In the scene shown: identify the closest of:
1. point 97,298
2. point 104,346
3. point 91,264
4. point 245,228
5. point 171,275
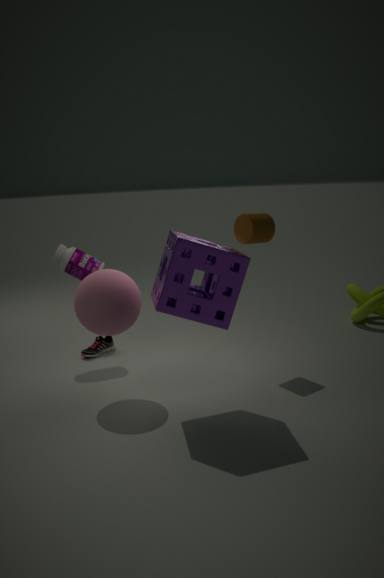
point 171,275
